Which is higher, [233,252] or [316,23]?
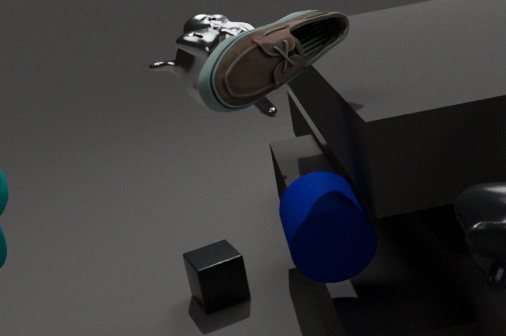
[316,23]
